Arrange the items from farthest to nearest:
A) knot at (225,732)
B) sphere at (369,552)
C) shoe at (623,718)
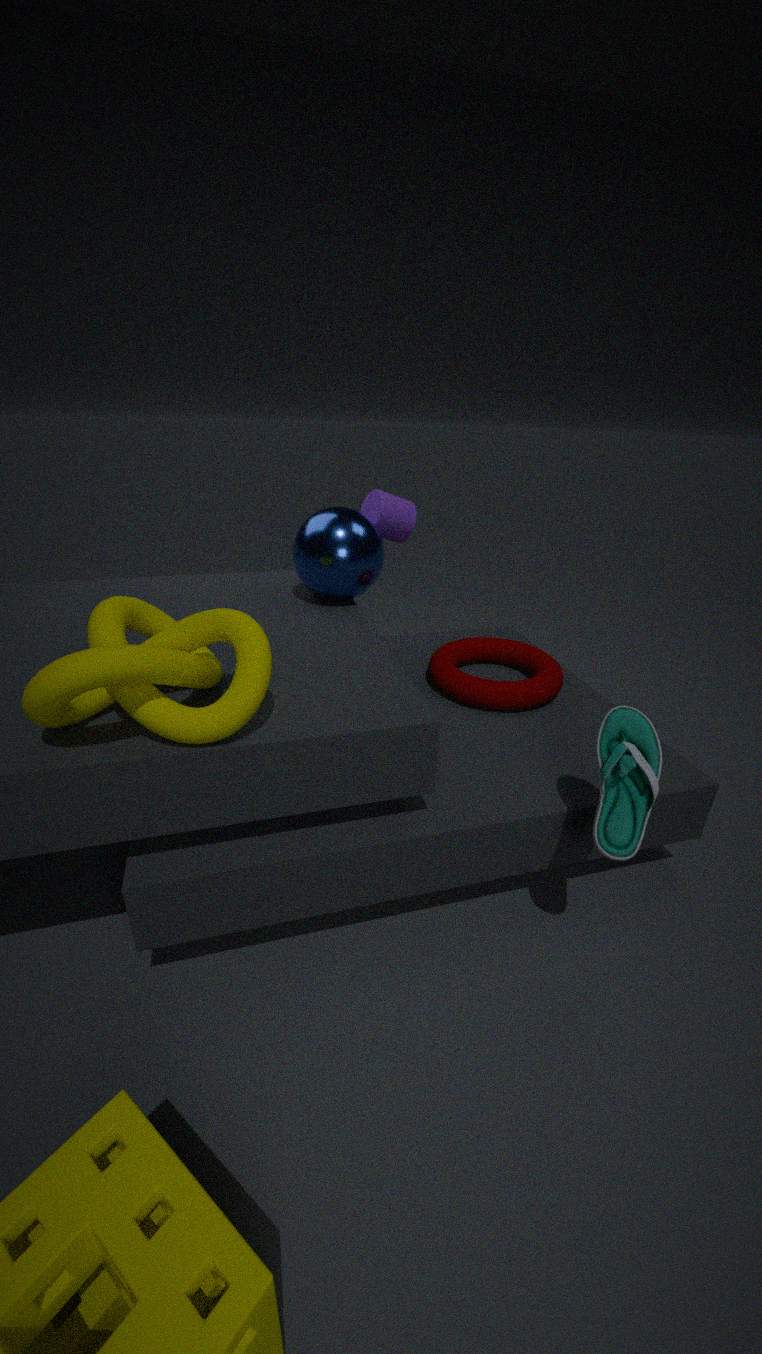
sphere at (369,552) < shoe at (623,718) < knot at (225,732)
